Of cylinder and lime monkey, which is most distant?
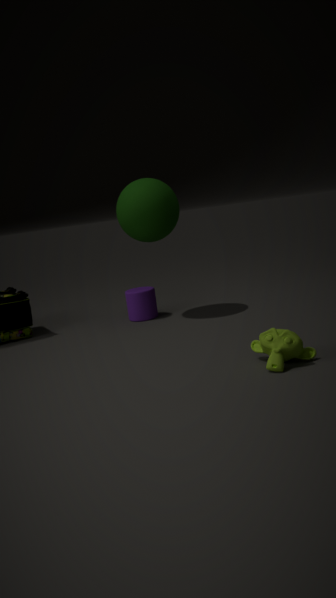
cylinder
